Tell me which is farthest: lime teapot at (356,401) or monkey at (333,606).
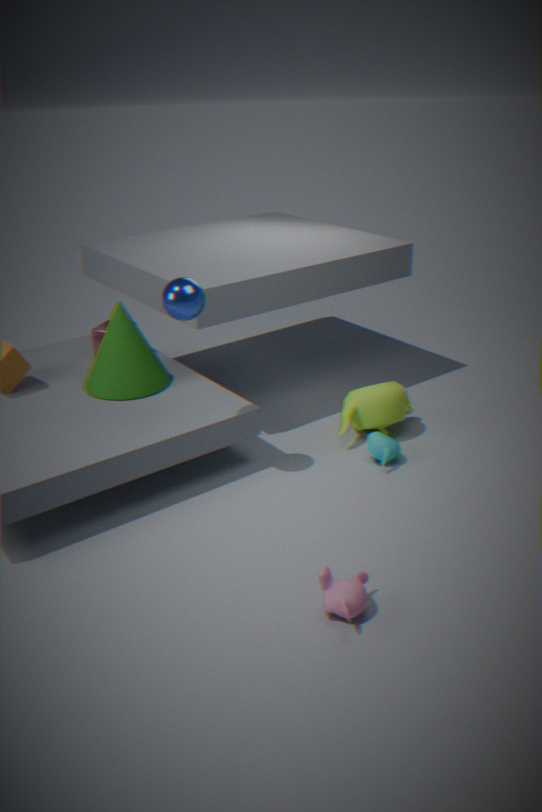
lime teapot at (356,401)
